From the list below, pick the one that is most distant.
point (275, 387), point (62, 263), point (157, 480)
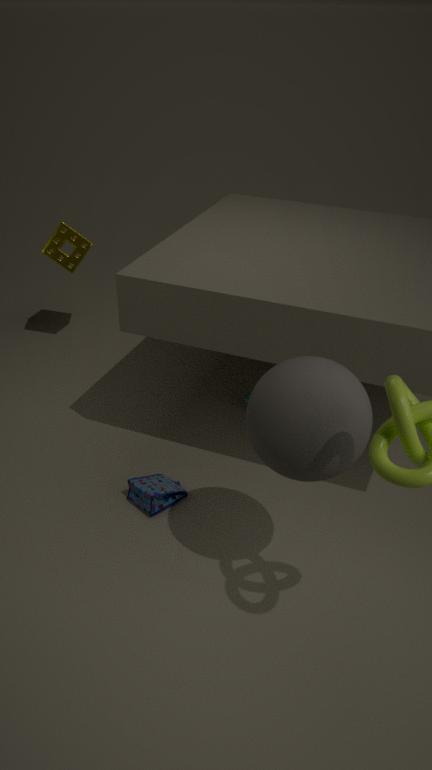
point (62, 263)
